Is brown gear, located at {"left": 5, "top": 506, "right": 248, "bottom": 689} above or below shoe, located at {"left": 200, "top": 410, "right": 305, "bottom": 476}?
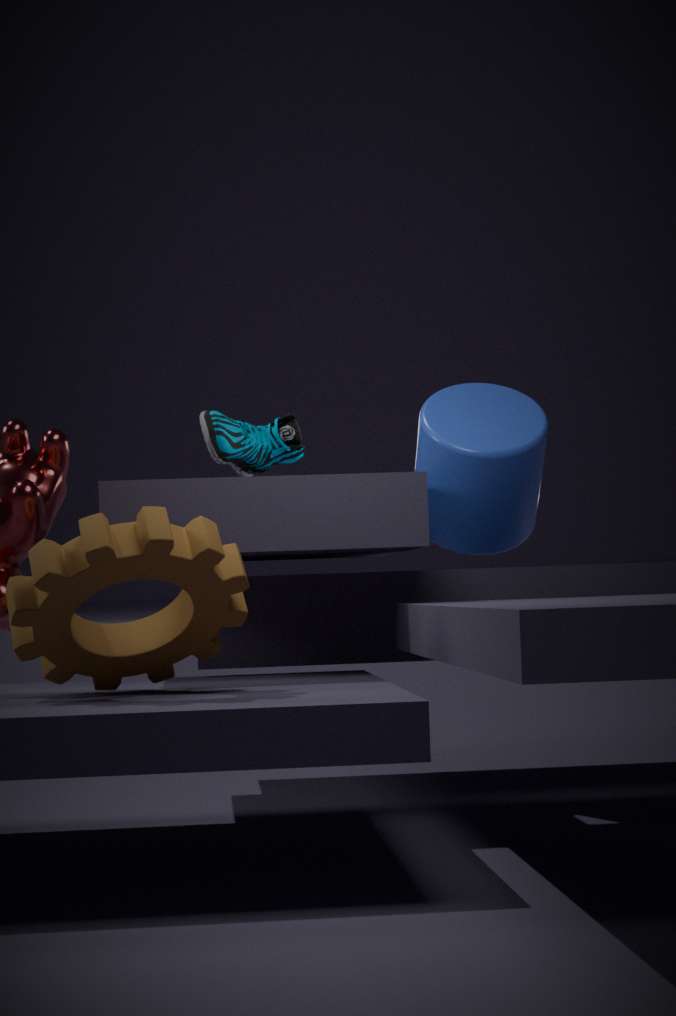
below
